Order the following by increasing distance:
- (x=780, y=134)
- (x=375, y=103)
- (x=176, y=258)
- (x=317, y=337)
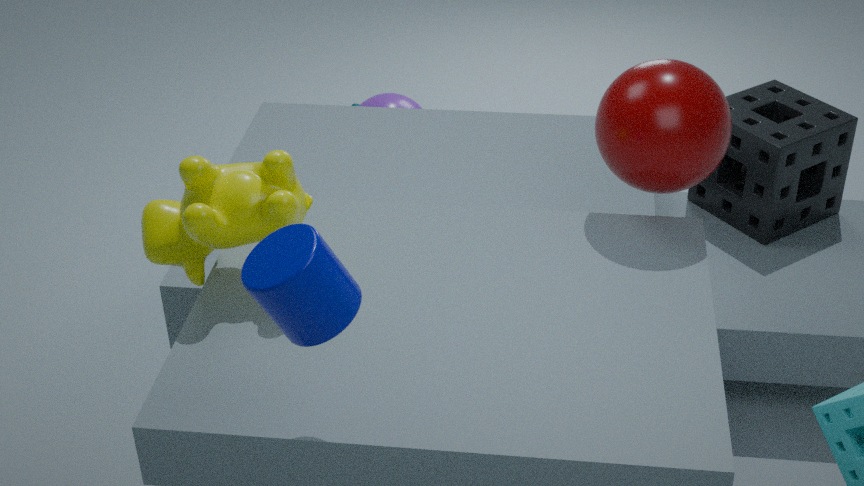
(x=317, y=337) → (x=176, y=258) → (x=780, y=134) → (x=375, y=103)
